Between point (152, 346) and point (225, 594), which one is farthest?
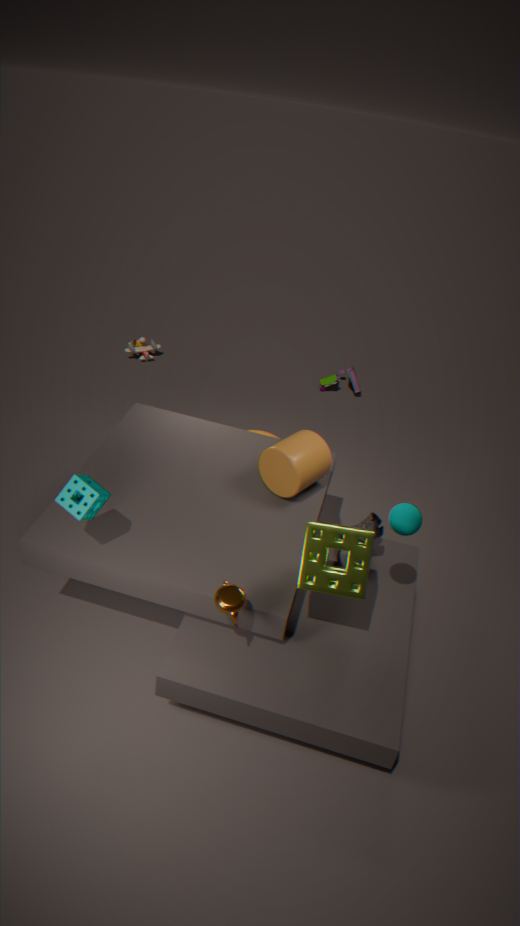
point (152, 346)
